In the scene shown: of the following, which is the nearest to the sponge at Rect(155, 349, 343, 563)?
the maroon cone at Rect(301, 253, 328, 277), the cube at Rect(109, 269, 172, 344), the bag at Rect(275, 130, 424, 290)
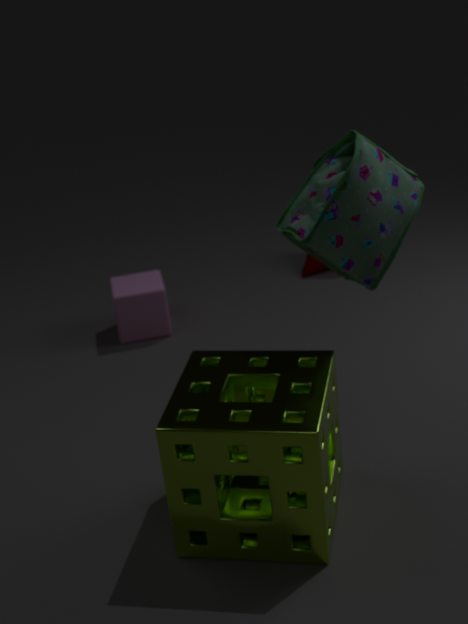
the bag at Rect(275, 130, 424, 290)
